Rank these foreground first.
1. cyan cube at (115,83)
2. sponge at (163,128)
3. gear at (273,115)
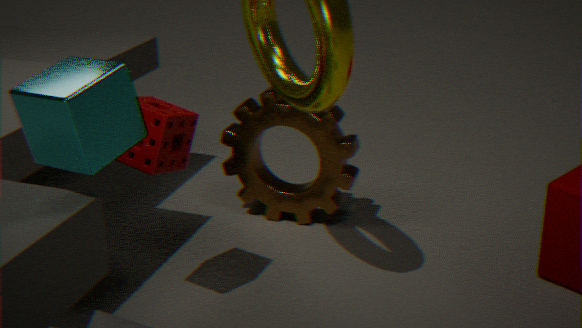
cyan cube at (115,83), sponge at (163,128), gear at (273,115)
